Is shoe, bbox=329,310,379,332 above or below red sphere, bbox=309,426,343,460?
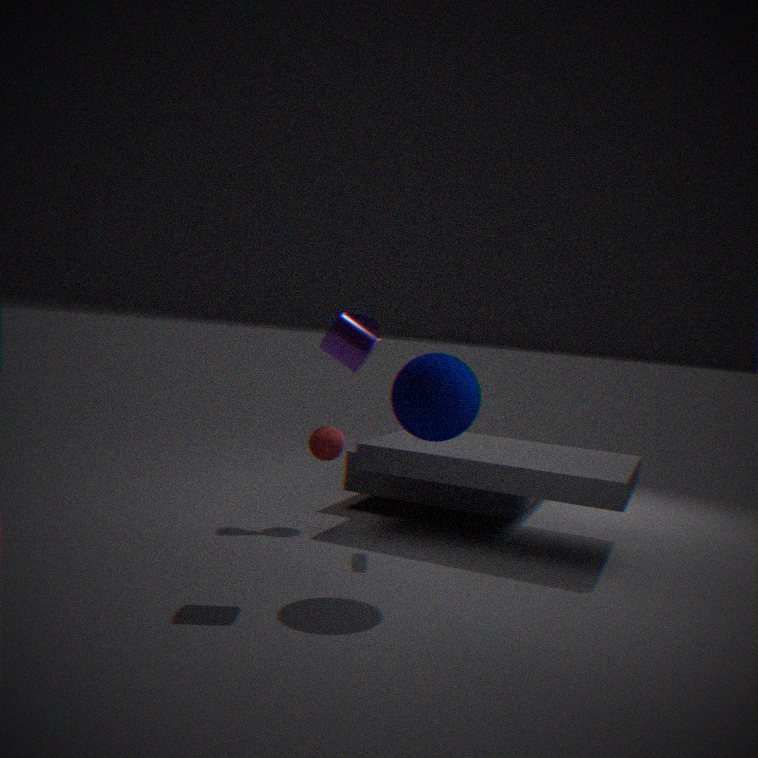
above
